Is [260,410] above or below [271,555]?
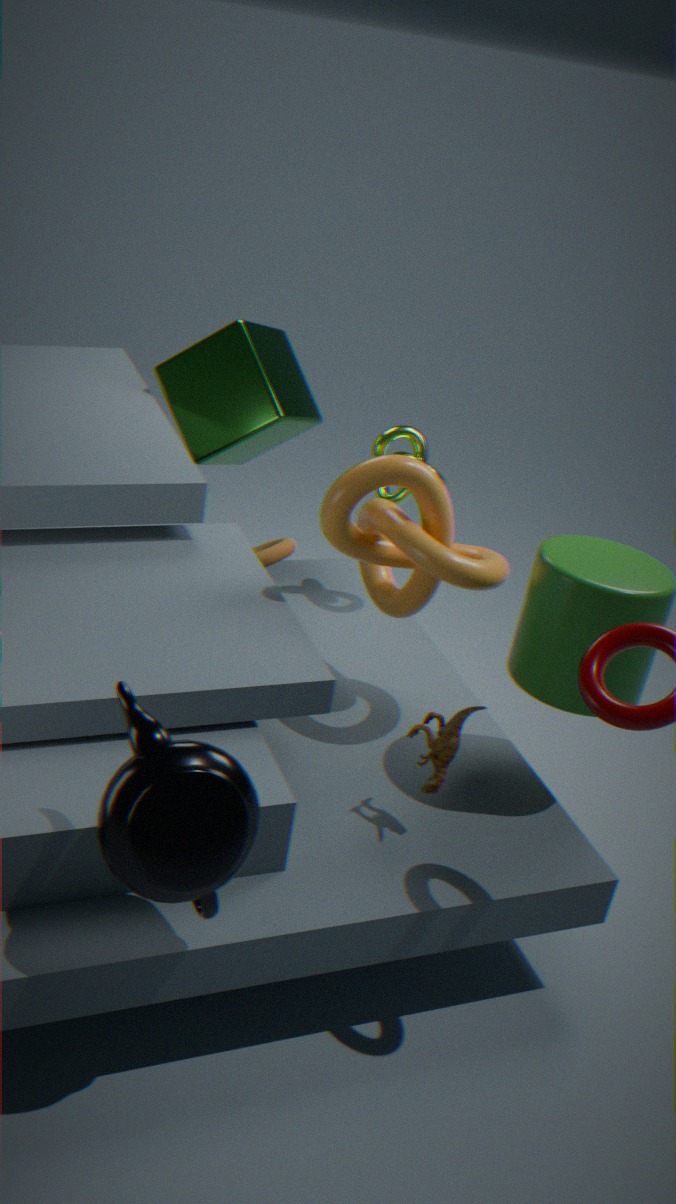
above
